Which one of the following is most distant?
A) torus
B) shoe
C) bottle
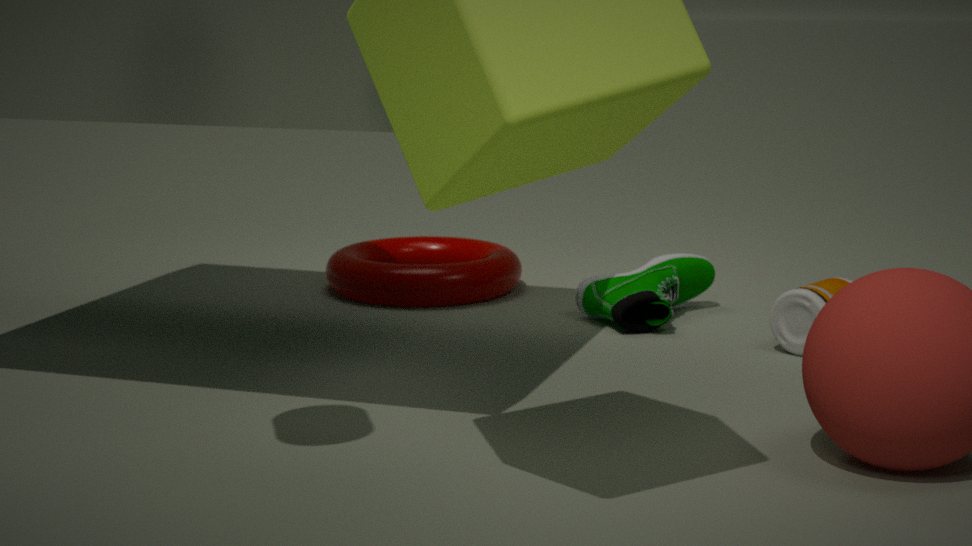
torus
